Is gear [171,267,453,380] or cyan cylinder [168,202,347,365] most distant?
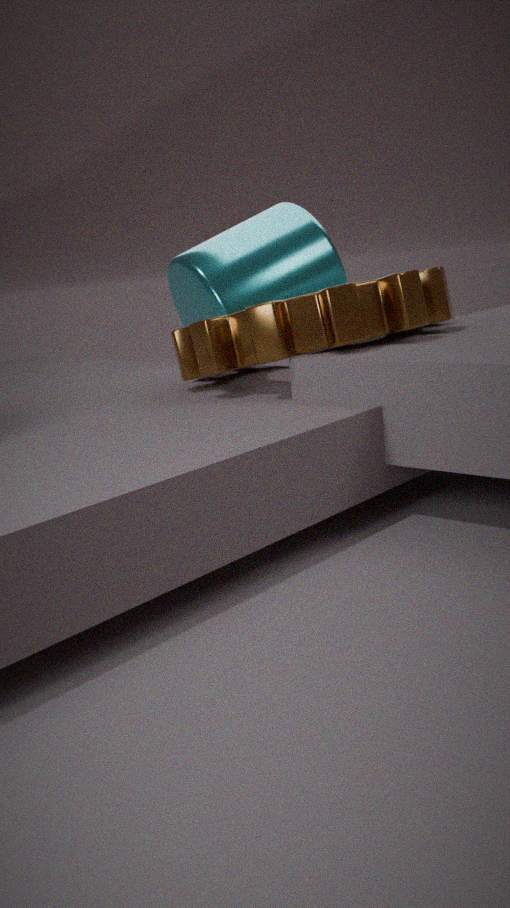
cyan cylinder [168,202,347,365]
